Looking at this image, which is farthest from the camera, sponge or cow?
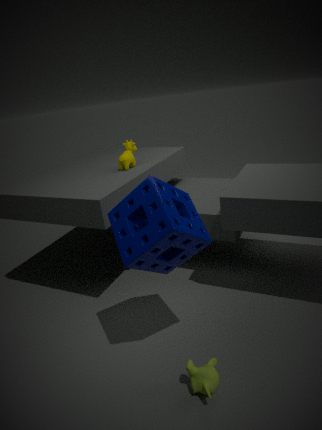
cow
